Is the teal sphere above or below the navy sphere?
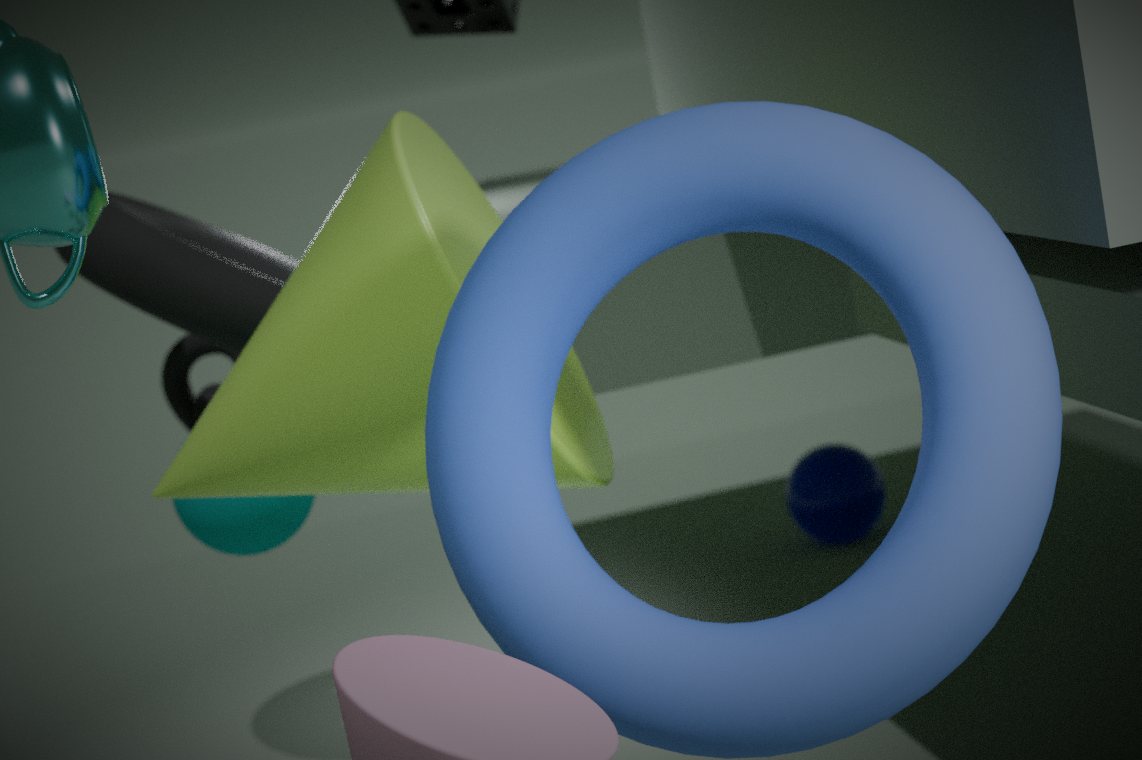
above
